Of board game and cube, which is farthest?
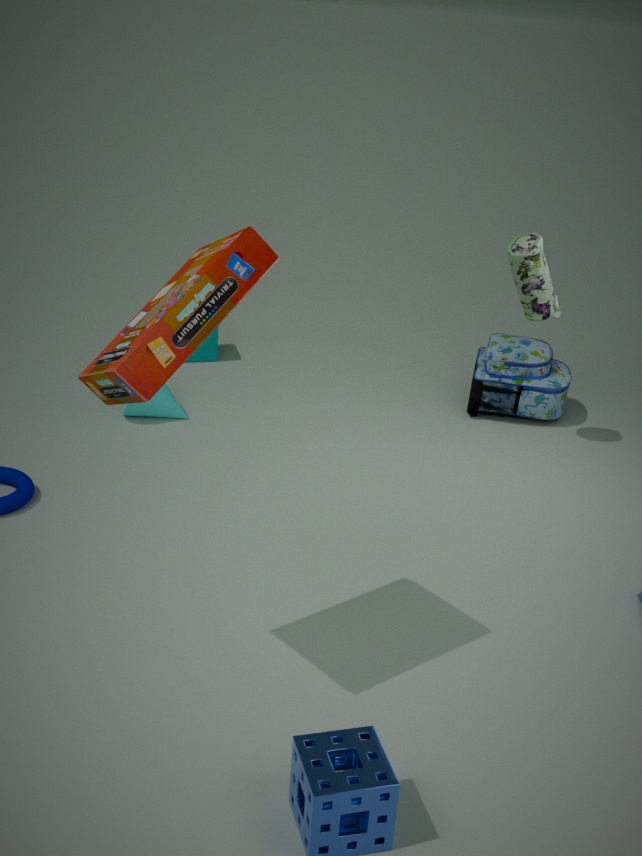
cube
